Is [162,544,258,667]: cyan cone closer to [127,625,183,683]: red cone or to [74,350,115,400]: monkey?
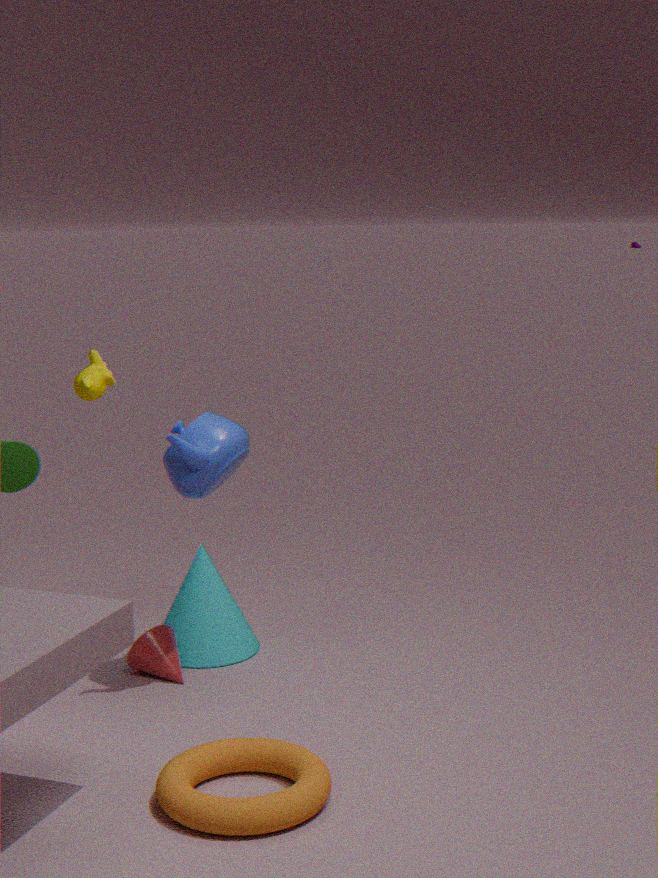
[127,625,183,683]: red cone
